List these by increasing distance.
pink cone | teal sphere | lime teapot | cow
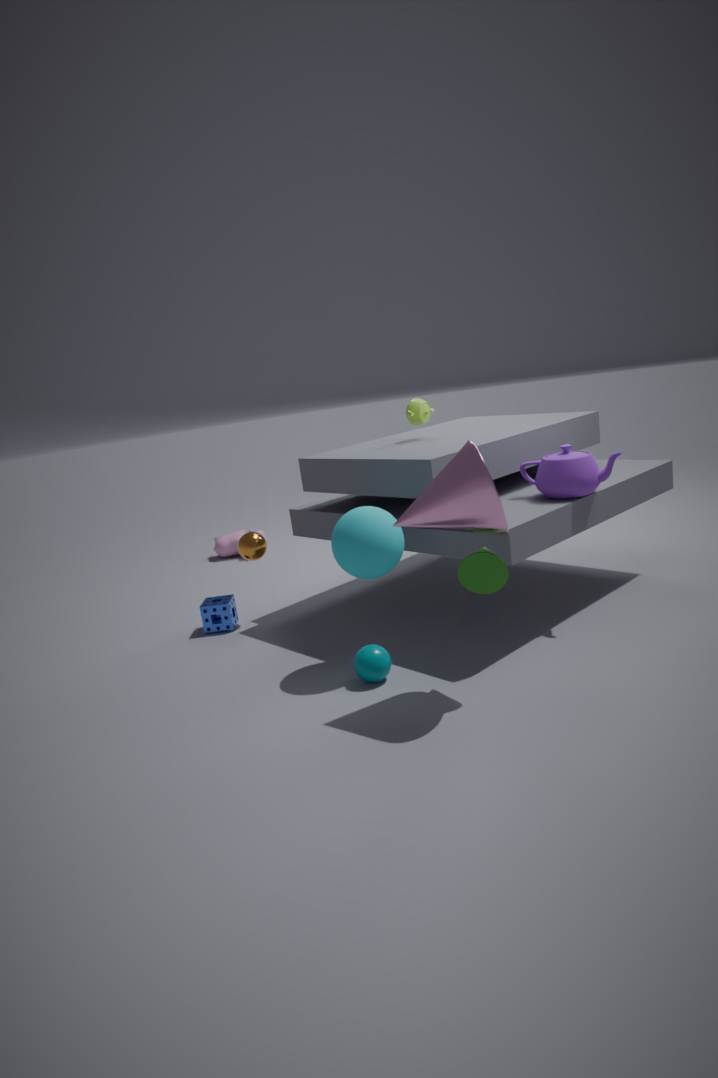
1. pink cone
2. teal sphere
3. lime teapot
4. cow
